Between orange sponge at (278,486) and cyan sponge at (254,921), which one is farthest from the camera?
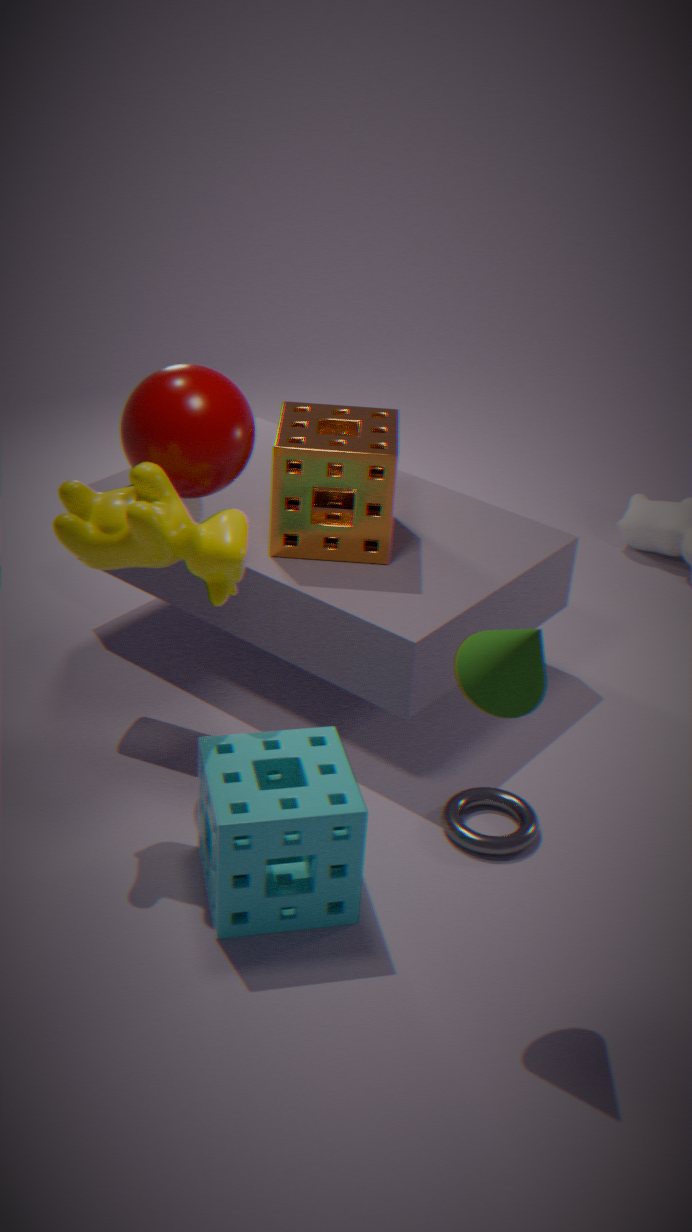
orange sponge at (278,486)
